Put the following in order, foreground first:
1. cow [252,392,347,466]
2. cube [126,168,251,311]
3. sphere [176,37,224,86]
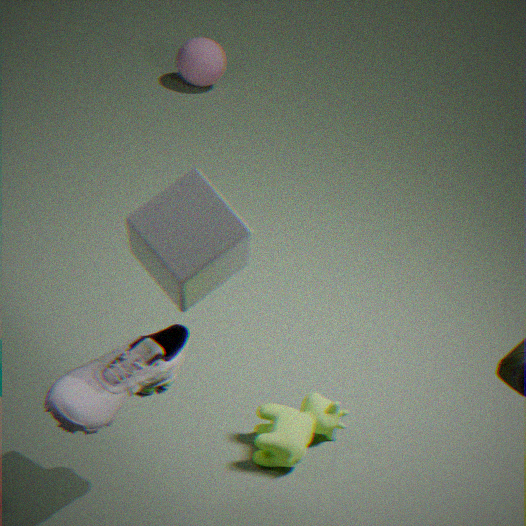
cube [126,168,251,311], cow [252,392,347,466], sphere [176,37,224,86]
